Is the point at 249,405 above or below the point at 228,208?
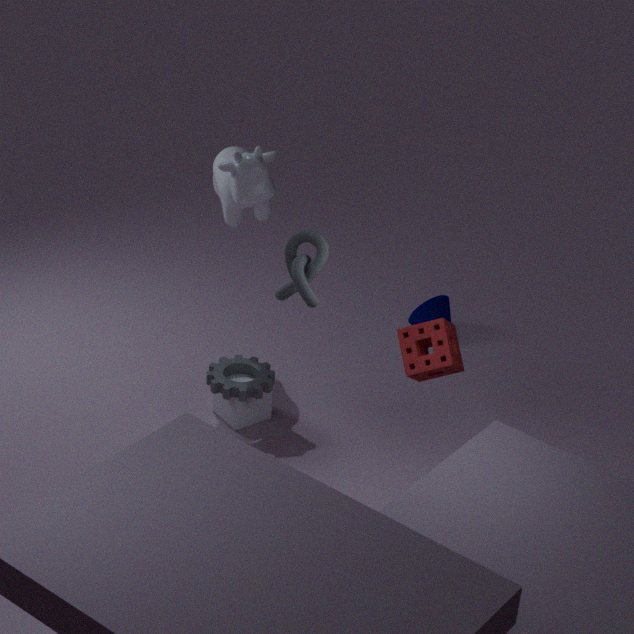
below
